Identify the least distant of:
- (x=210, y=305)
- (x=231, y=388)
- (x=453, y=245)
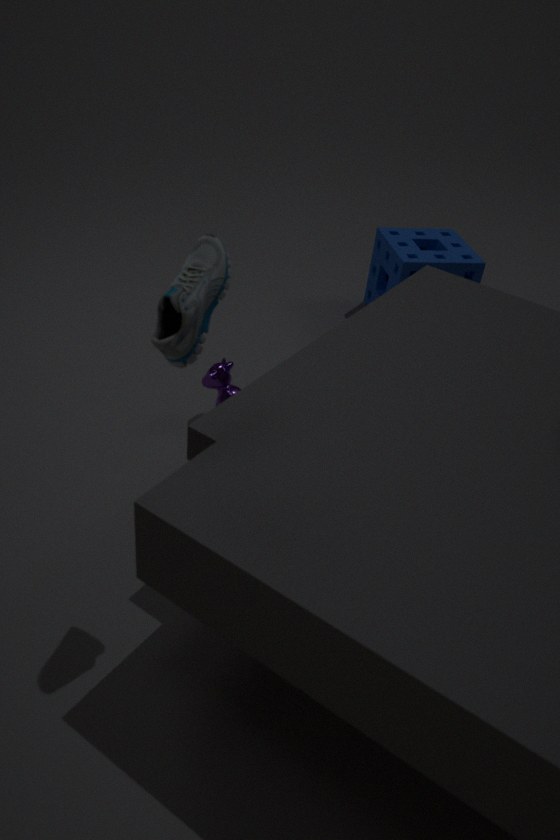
(x=210, y=305)
